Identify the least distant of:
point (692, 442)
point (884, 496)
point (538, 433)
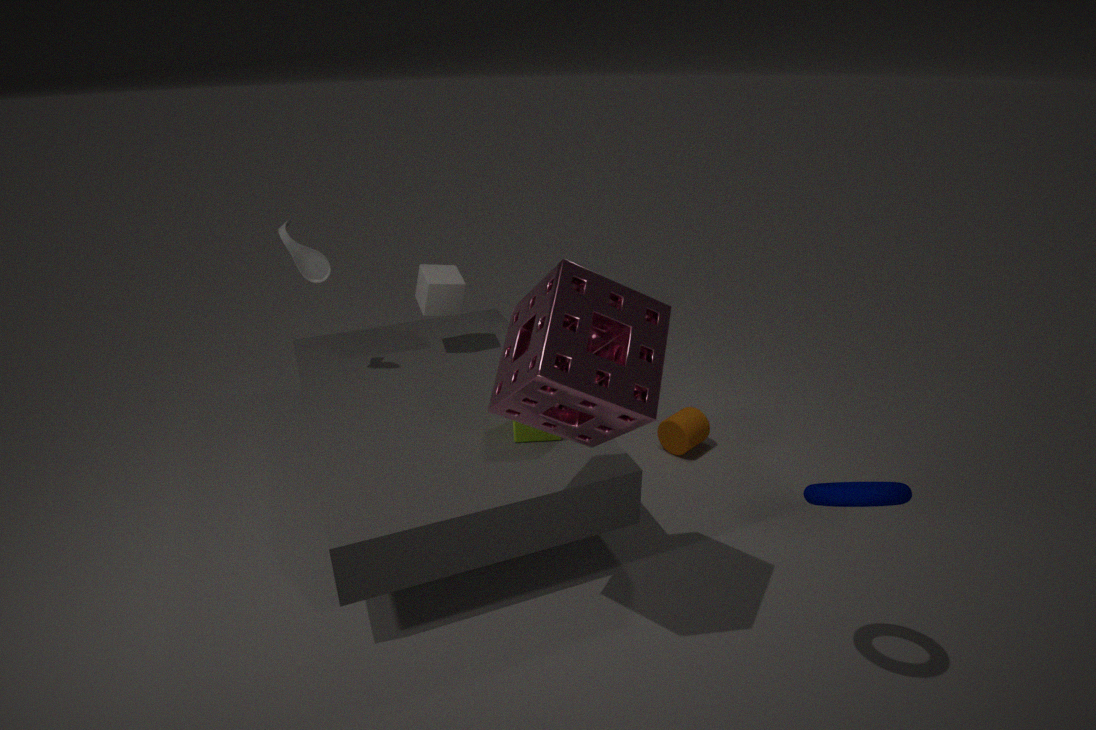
point (884, 496)
